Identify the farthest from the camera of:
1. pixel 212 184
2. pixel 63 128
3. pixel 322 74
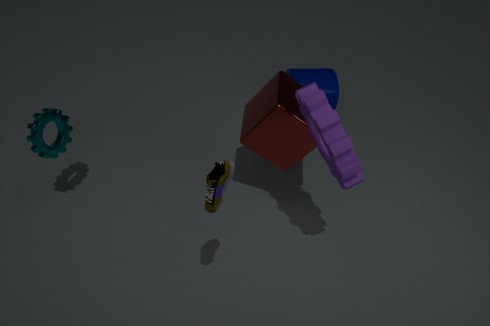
pixel 322 74
